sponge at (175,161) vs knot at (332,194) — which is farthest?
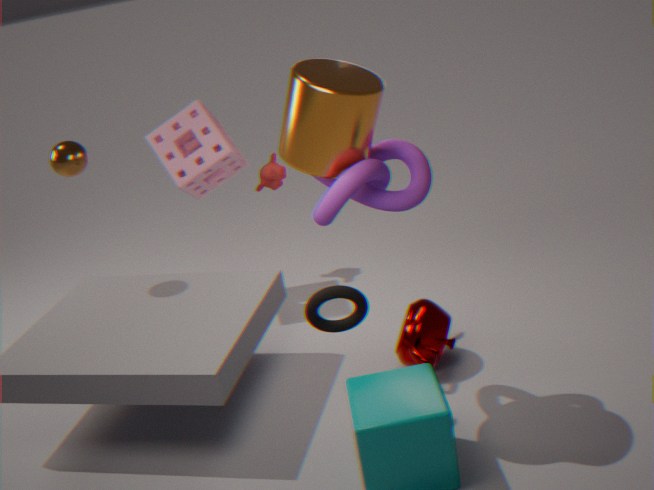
sponge at (175,161)
